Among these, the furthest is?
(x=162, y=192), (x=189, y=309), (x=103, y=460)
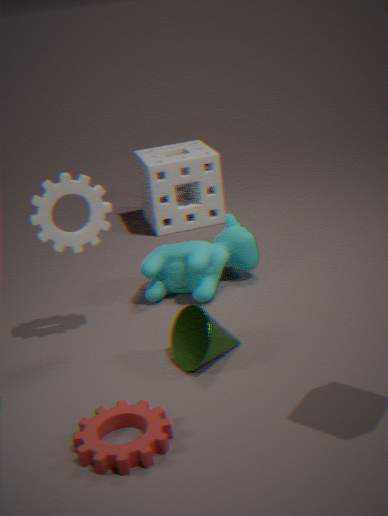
(x=162, y=192)
